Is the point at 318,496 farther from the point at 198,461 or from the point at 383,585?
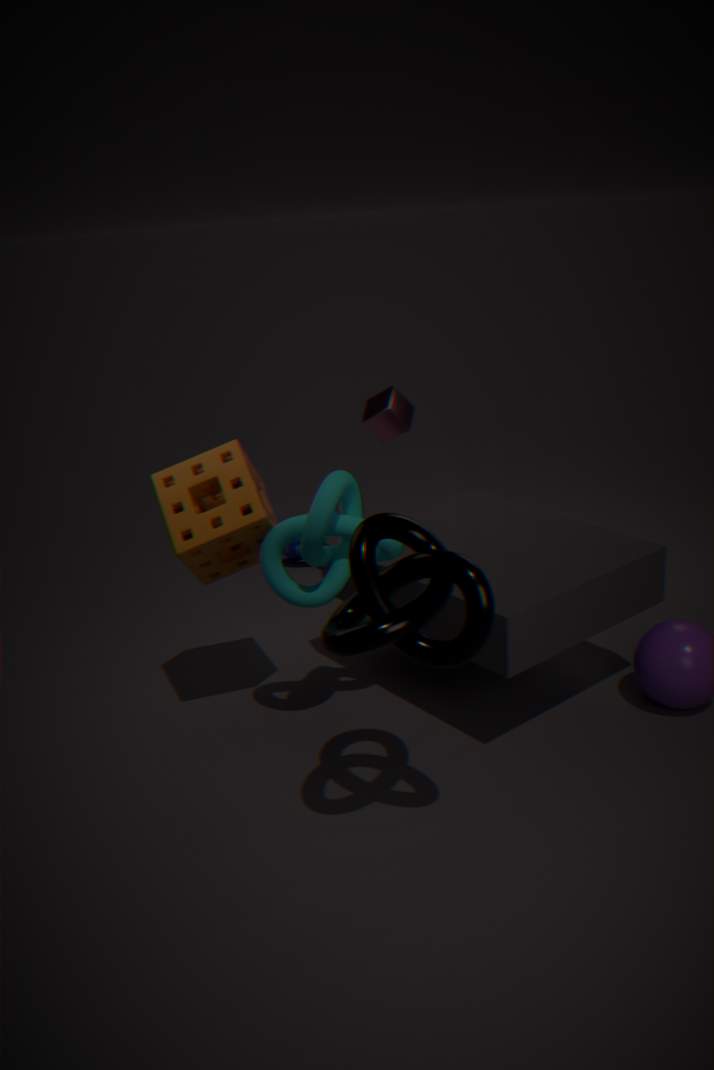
the point at 383,585
